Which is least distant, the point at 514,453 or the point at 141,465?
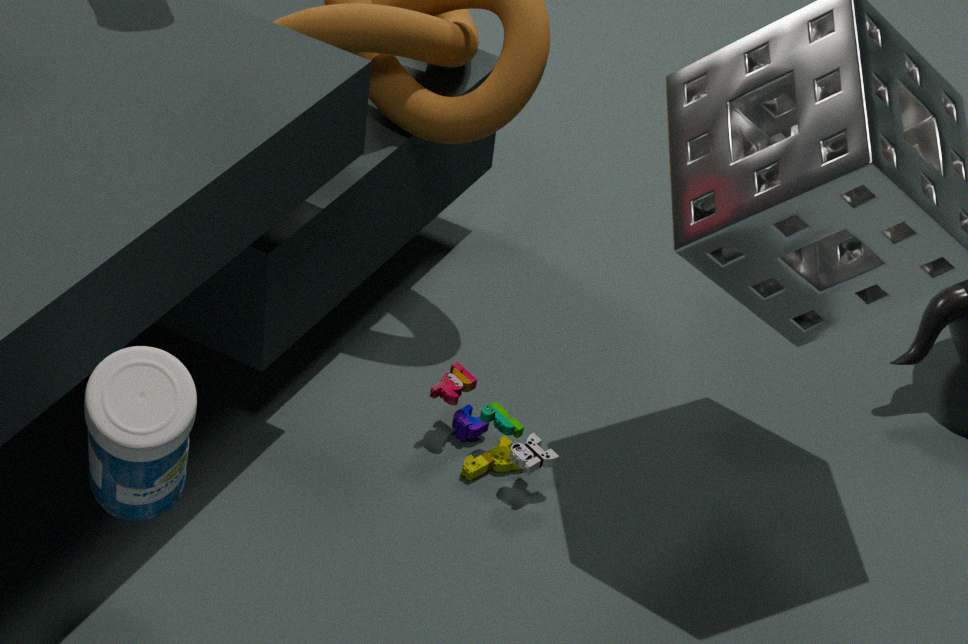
the point at 141,465
